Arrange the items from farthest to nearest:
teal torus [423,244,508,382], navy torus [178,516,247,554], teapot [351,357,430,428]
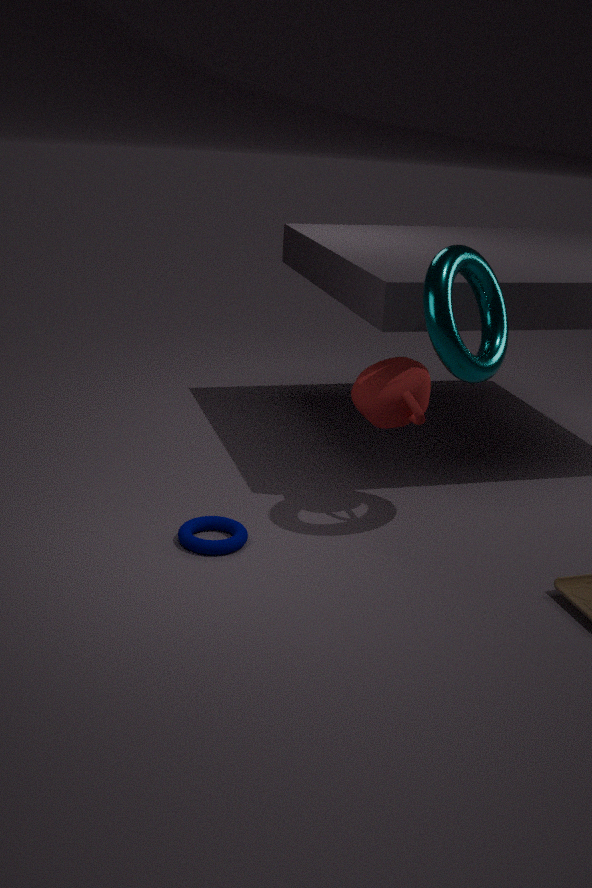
1. teapot [351,357,430,428]
2. navy torus [178,516,247,554]
3. teal torus [423,244,508,382]
